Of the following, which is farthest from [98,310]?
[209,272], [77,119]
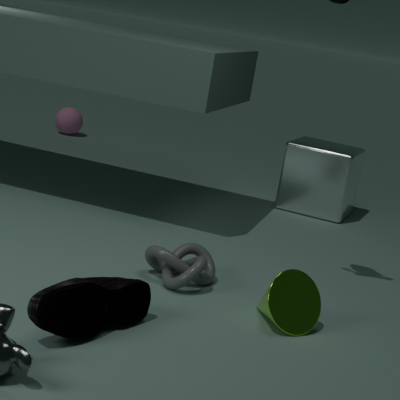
[77,119]
